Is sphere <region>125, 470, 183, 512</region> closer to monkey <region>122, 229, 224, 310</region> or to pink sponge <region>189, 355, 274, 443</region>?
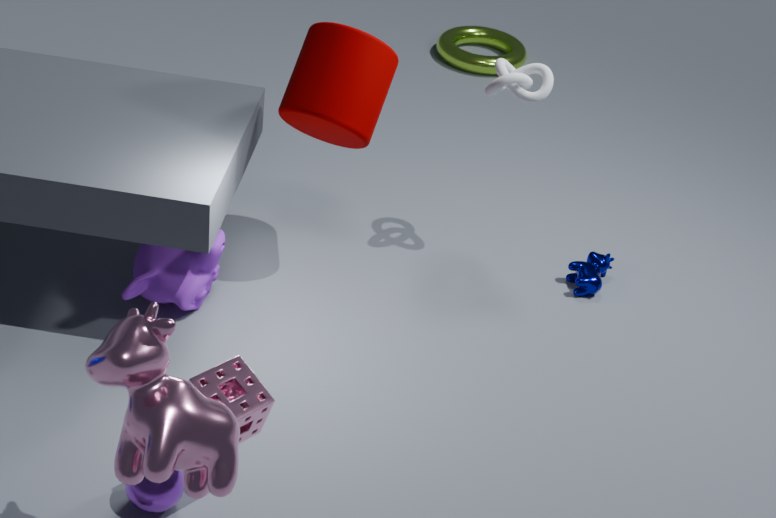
pink sponge <region>189, 355, 274, 443</region>
